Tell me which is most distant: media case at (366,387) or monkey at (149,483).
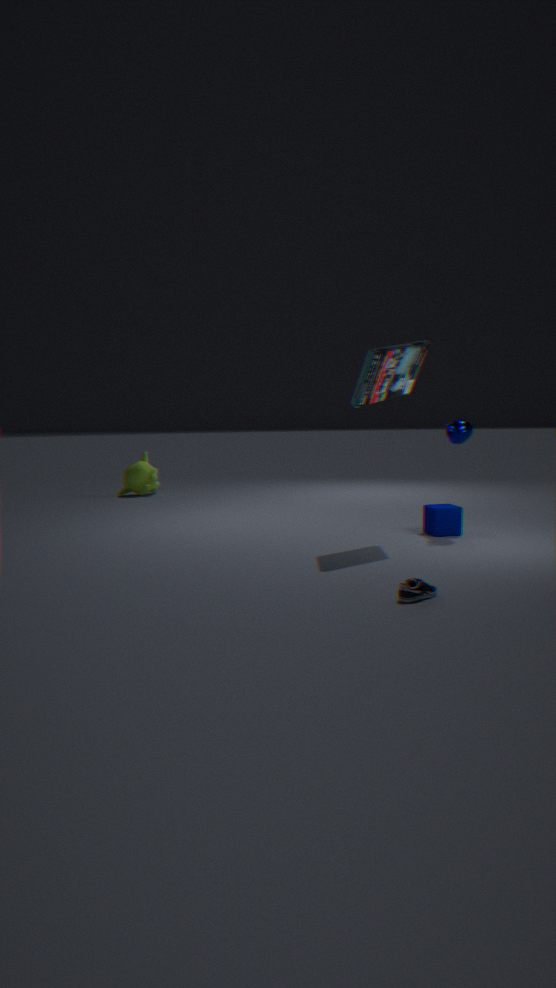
monkey at (149,483)
